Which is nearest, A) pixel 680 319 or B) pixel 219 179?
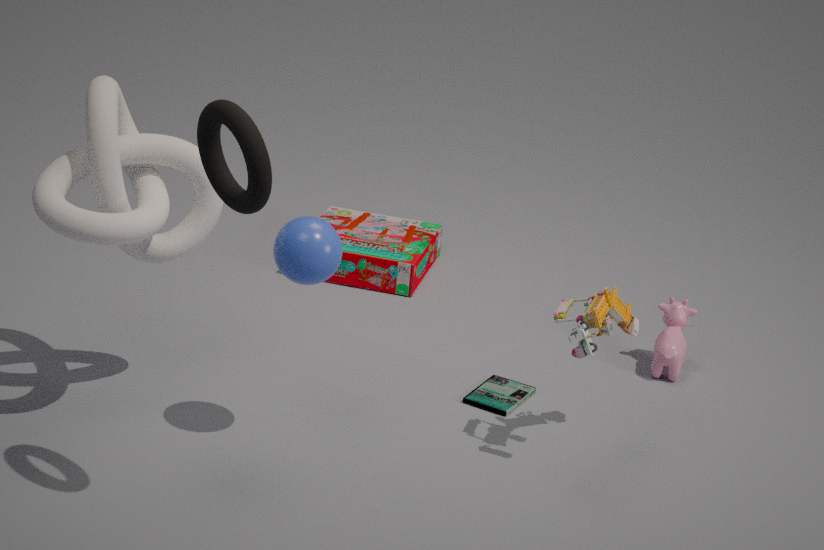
B. pixel 219 179
